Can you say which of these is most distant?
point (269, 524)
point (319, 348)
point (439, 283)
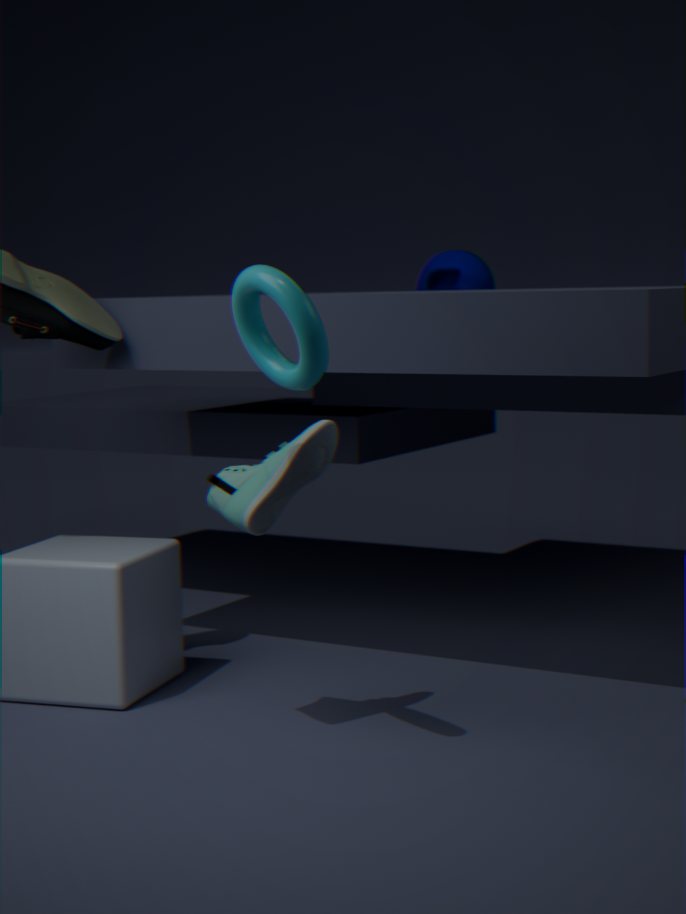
point (439, 283)
